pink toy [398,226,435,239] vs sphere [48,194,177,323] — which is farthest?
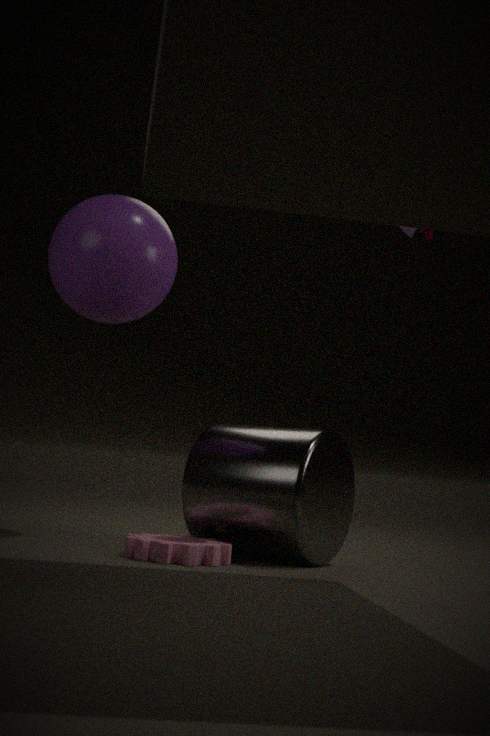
pink toy [398,226,435,239]
